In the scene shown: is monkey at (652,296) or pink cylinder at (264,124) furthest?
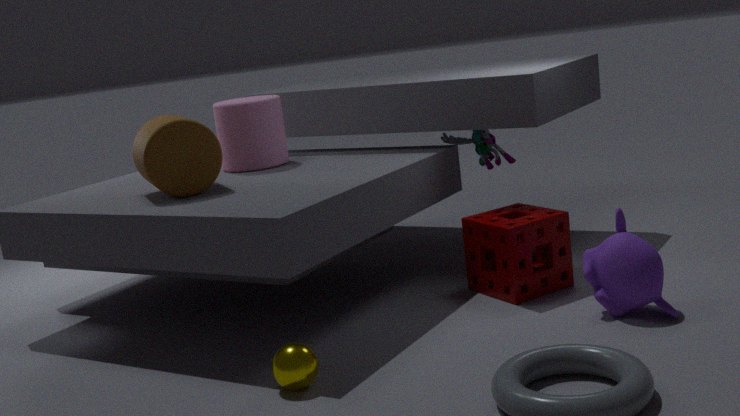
pink cylinder at (264,124)
